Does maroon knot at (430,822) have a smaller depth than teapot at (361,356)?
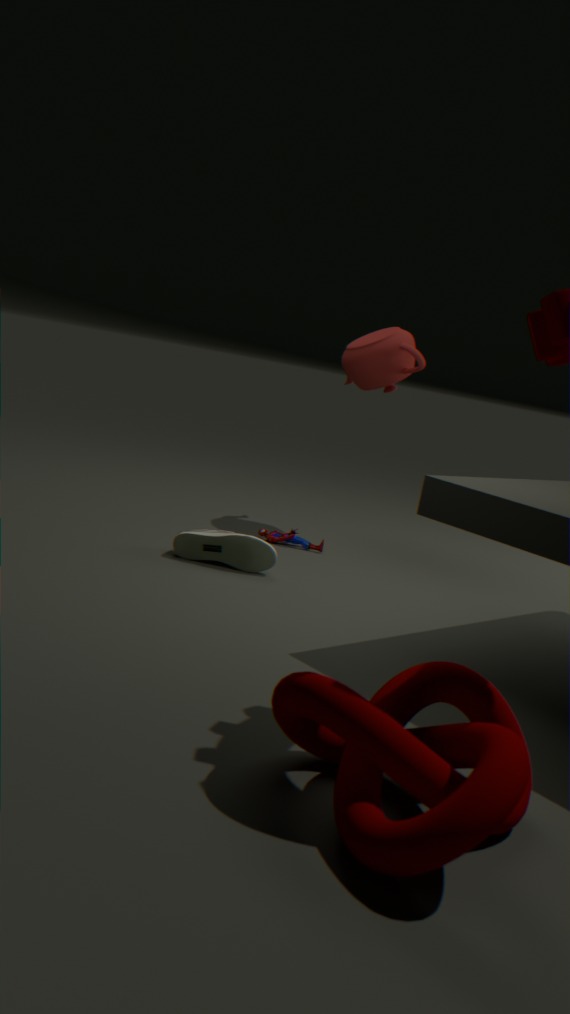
Yes
